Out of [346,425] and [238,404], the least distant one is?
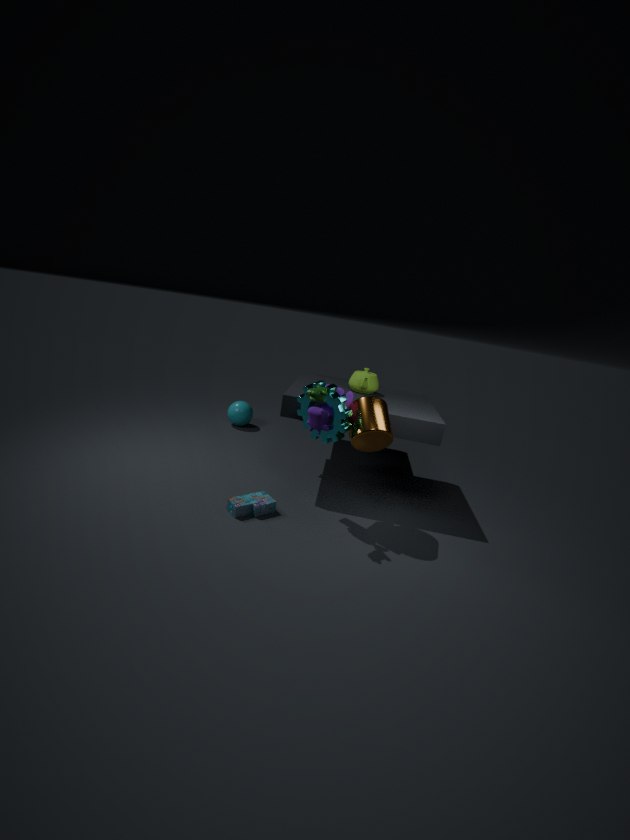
[346,425]
